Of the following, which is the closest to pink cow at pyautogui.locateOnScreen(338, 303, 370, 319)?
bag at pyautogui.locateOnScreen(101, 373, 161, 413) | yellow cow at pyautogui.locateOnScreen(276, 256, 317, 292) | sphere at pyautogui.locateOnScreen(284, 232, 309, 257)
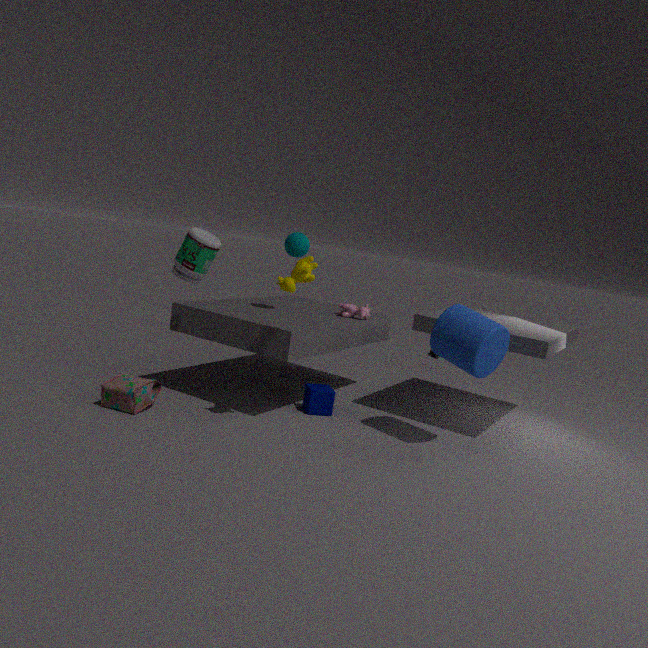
sphere at pyautogui.locateOnScreen(284, 232, 309, 257)
